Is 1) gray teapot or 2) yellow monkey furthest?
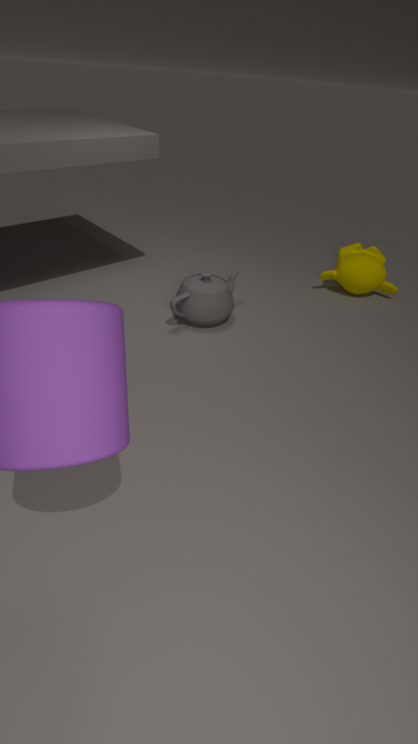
2. yellow monkey
